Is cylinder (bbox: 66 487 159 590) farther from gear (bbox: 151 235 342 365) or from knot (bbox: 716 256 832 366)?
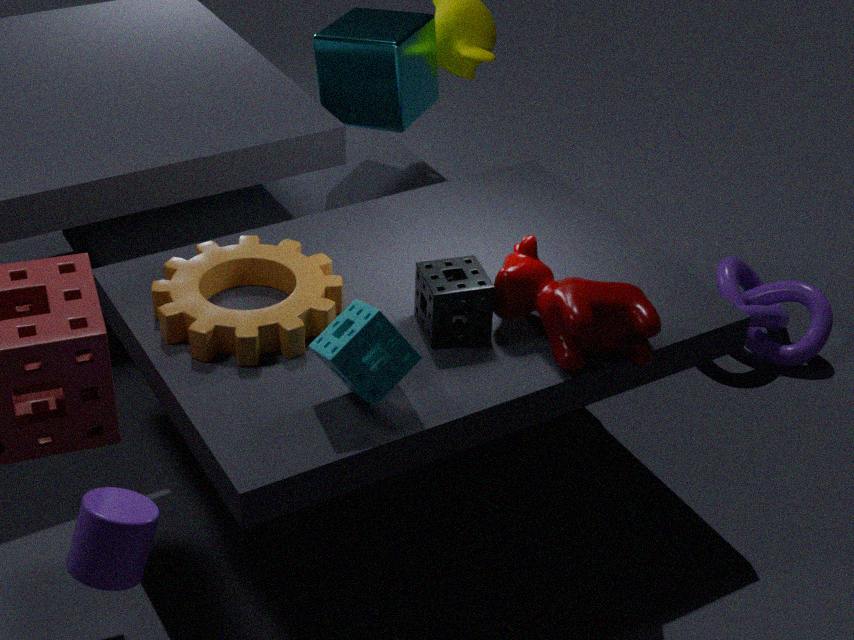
knot (bbox: 716 256 832 366)
